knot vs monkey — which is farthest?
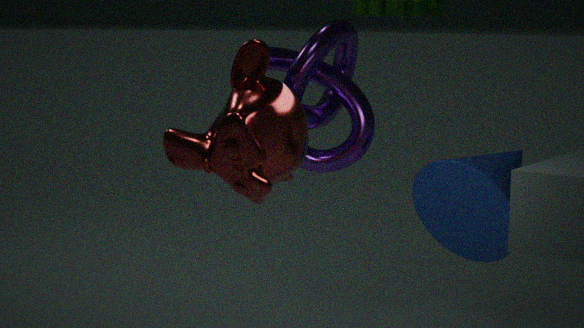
knot
